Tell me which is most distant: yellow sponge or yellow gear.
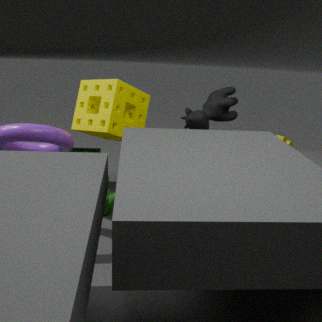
yellow gear
